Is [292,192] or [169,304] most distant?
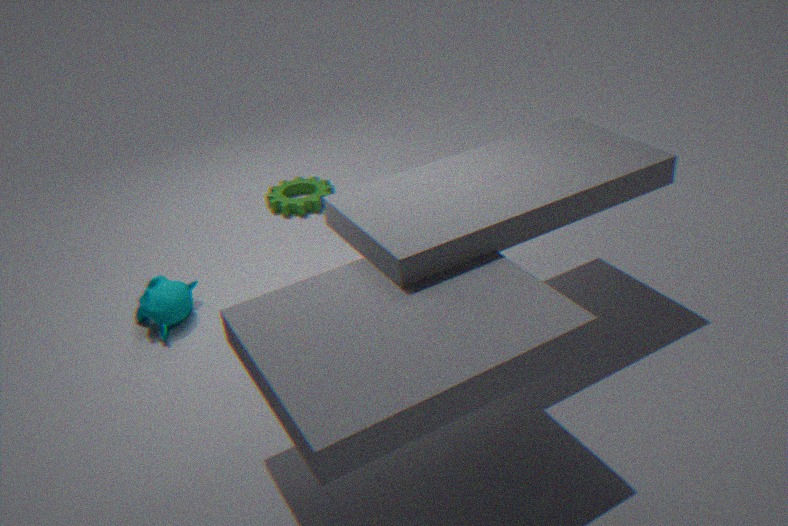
[292,192]
